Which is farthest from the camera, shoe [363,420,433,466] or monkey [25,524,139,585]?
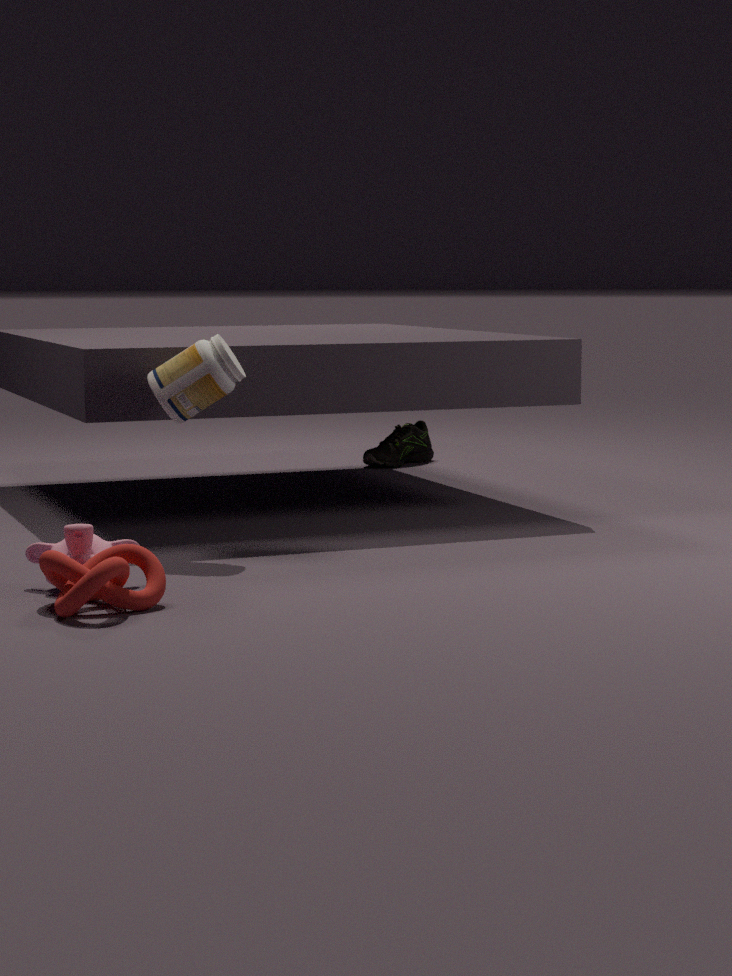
shoe [363,420,433,466]
